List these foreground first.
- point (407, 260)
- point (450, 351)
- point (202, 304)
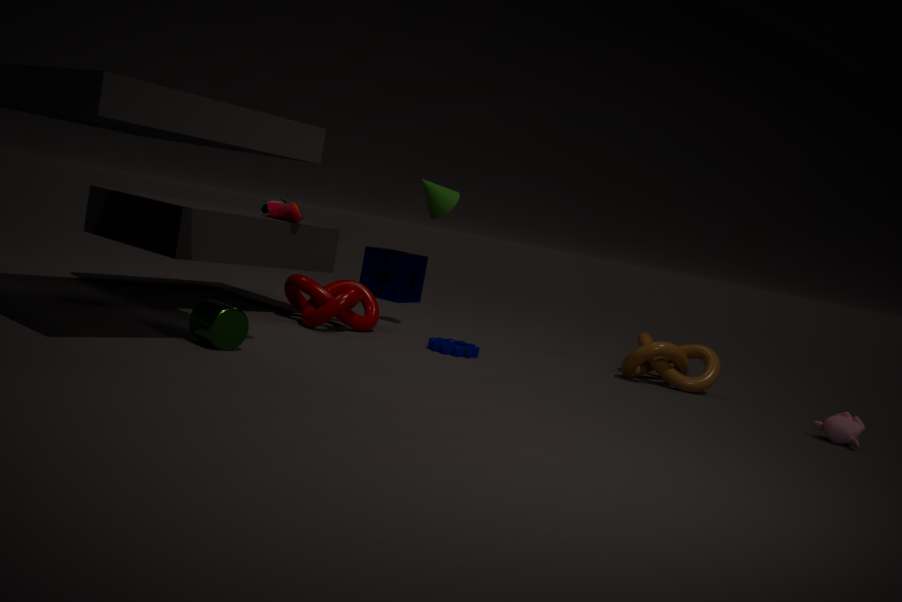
point (202, 304) < point (450, 351) < point (407, 260)
